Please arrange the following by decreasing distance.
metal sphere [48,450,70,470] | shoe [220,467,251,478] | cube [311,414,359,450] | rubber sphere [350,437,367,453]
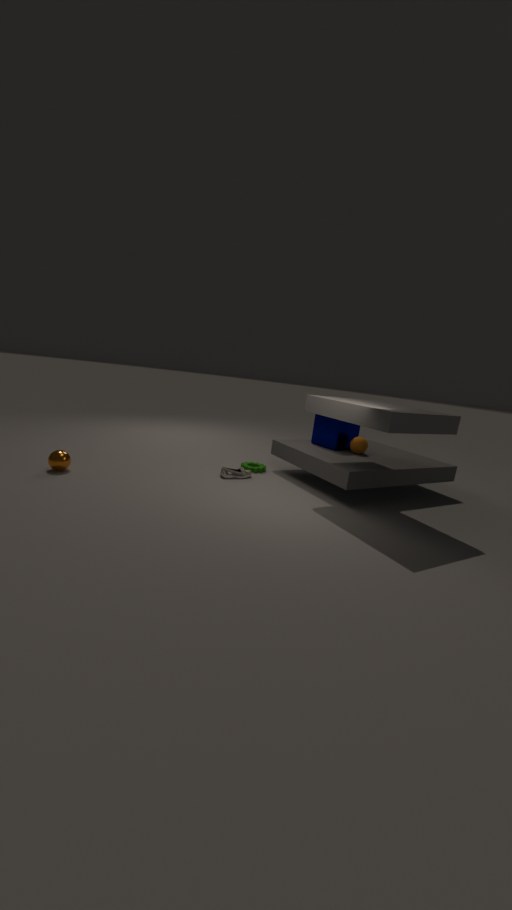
cube [311,414,359,450] → rubber sphere [350,437,367,453] → shoe [220,467,251,478] → metal sphere [48,450,70,470]
